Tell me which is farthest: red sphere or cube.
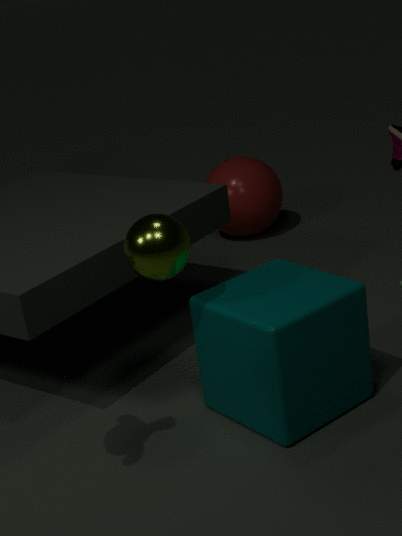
red sphere
